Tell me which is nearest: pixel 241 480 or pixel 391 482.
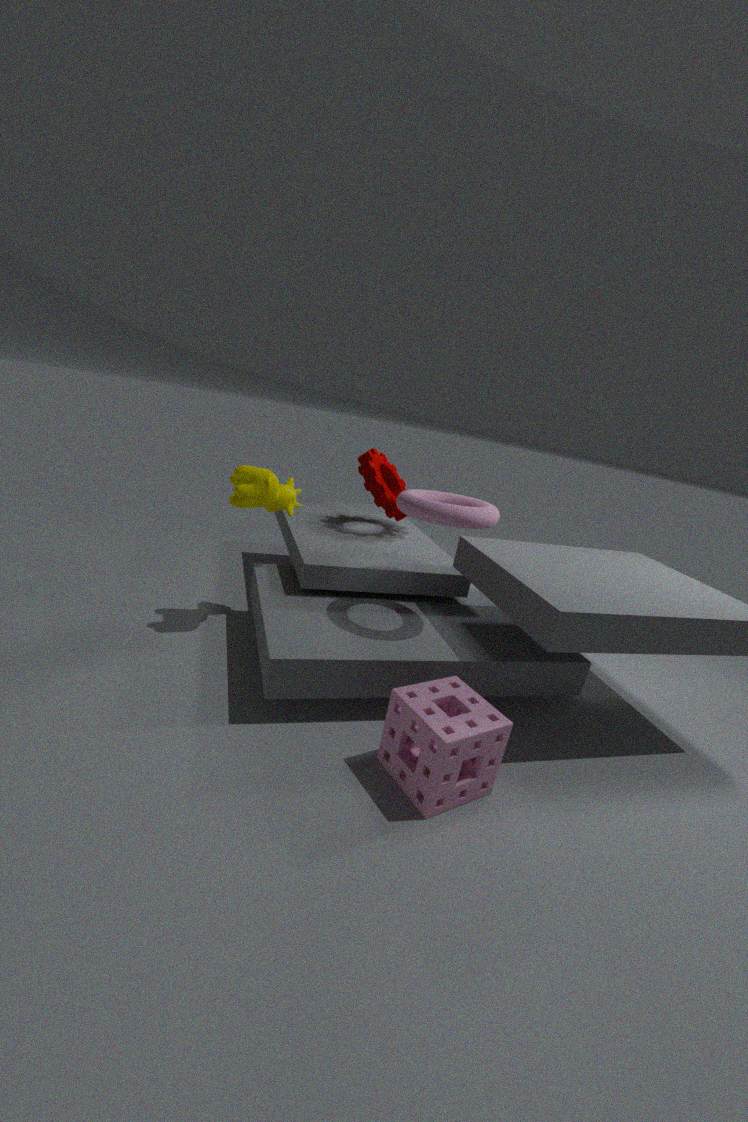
pixel 241 480
